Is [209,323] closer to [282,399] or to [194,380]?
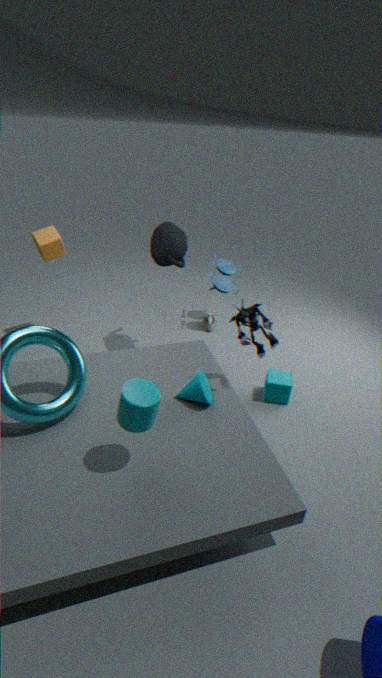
[282,399]
